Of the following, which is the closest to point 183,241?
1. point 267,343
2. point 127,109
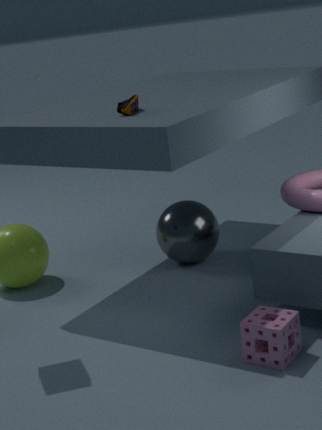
point 127,109
